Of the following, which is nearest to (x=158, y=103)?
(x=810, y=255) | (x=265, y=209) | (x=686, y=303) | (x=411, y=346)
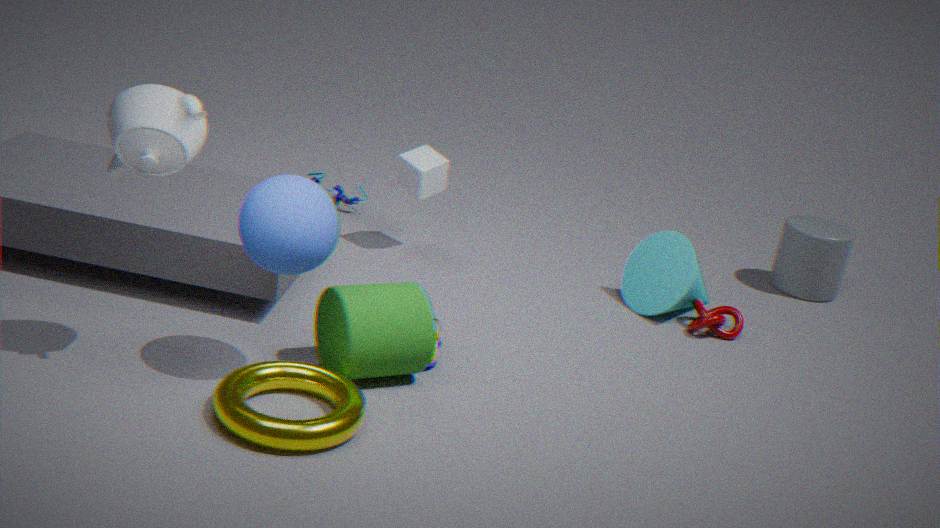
(x=265, y=209)
